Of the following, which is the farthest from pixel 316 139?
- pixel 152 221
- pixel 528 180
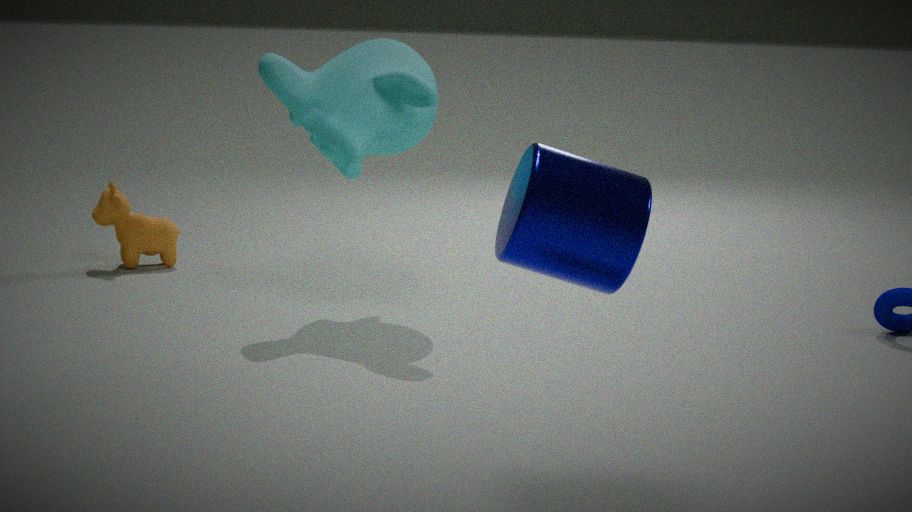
pixel 528 180
